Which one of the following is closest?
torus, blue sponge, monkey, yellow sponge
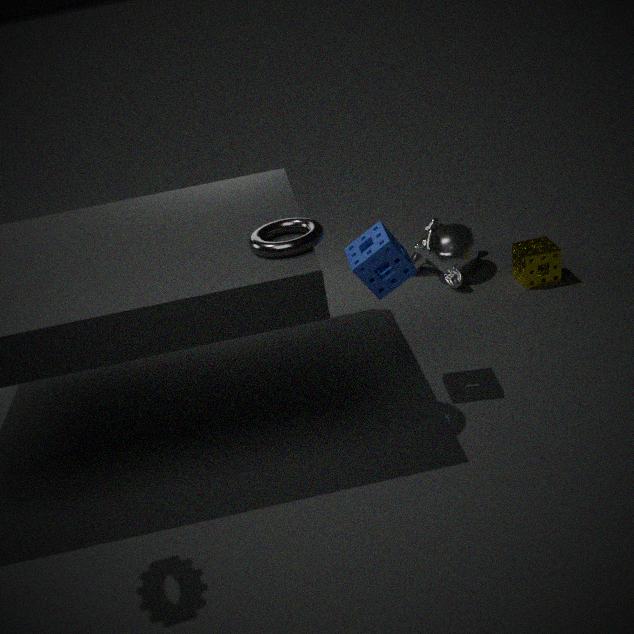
torus
